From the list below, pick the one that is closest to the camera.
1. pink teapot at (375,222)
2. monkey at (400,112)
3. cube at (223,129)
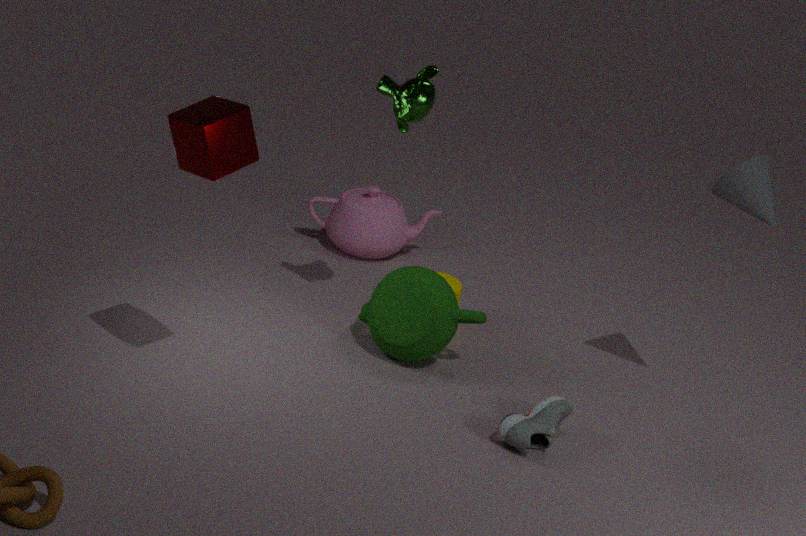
cube at (223,129)
